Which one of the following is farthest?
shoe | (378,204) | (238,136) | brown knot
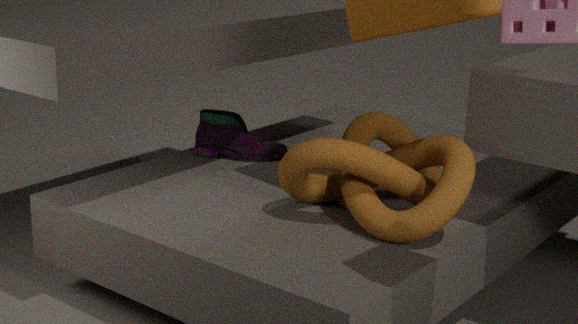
(238,136)
